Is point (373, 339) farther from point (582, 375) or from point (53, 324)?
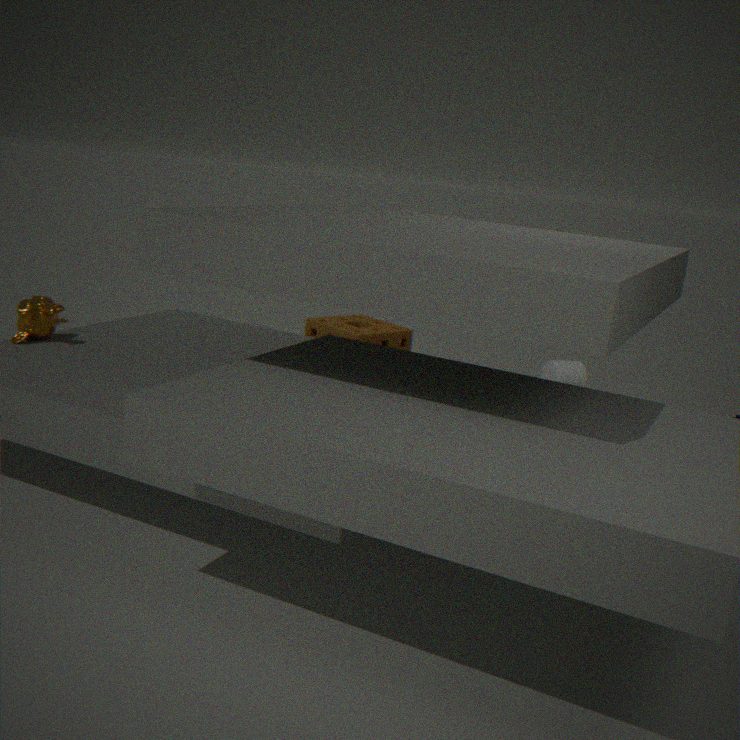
point (53, 324)
